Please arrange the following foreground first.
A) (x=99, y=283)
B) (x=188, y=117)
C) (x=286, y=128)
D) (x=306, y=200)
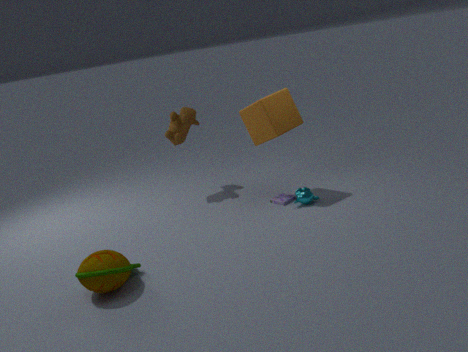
(x=99, y=283)
(x=286, y=128)
(x=306, y=200)
(x=188, y=117)
